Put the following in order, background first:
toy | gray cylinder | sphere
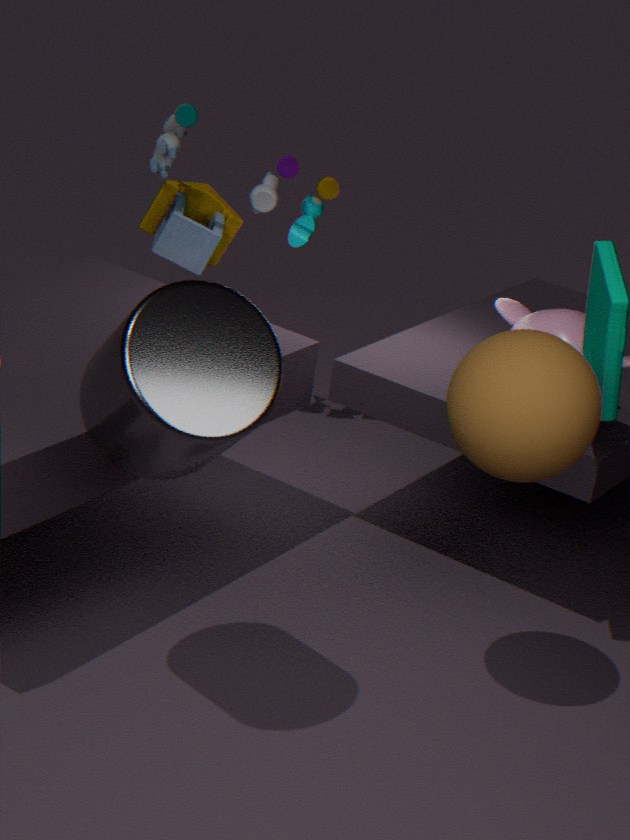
toy, sphere, gray cylinder
